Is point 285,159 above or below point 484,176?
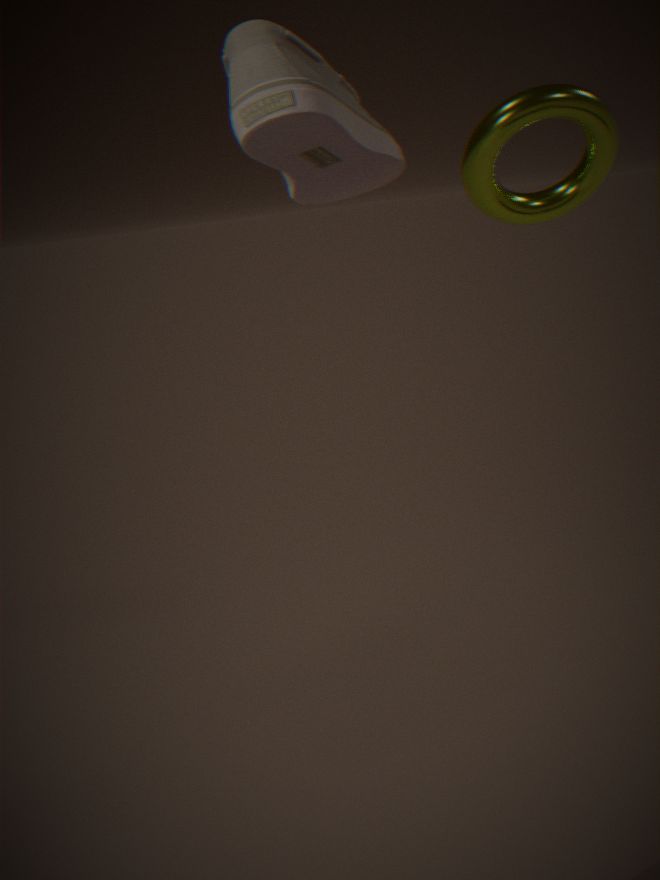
above
